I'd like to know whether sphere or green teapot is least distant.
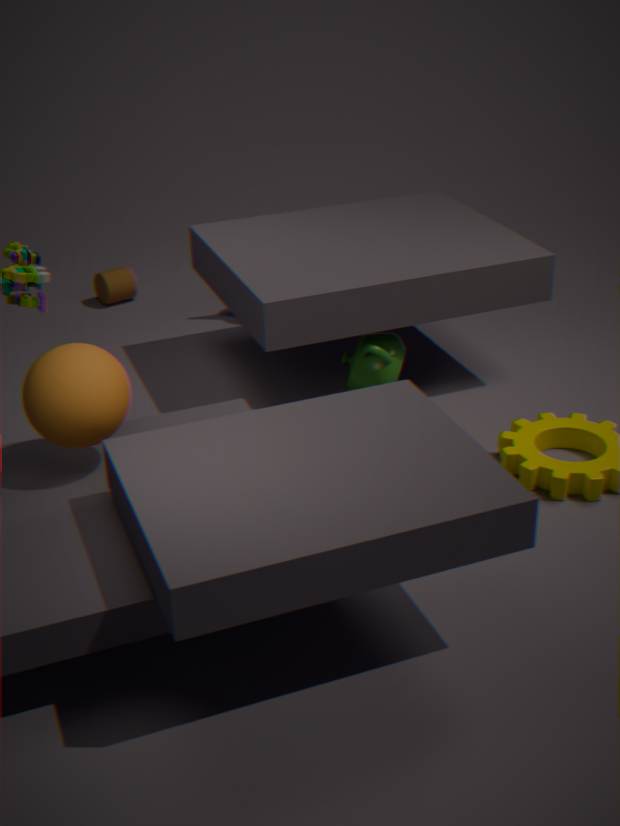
sphere
